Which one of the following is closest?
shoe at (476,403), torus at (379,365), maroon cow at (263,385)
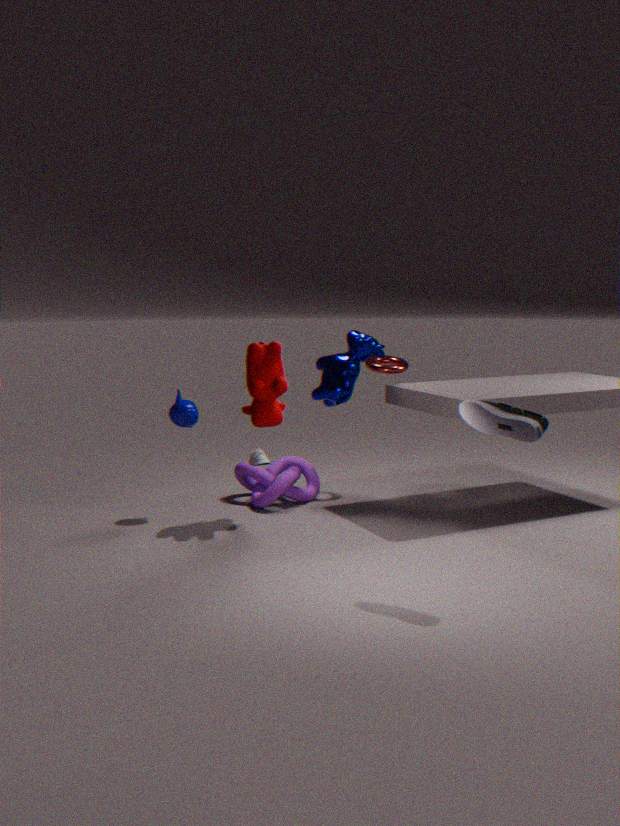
shoe at (476,403)
